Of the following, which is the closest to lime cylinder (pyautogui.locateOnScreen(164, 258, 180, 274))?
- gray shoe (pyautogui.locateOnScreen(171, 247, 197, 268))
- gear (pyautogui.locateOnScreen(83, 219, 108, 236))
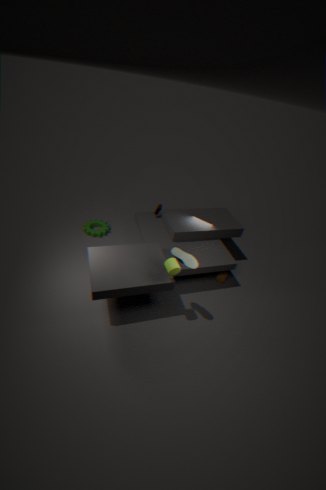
gray shoe (pyautogui.locateOnScreen(171, 247, 197, 268))
